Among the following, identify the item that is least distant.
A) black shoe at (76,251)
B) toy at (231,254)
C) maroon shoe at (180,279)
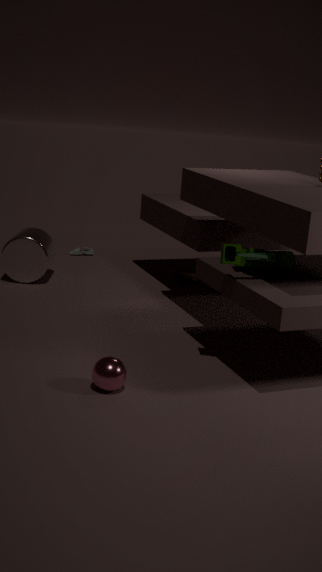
toy at (231,254)
